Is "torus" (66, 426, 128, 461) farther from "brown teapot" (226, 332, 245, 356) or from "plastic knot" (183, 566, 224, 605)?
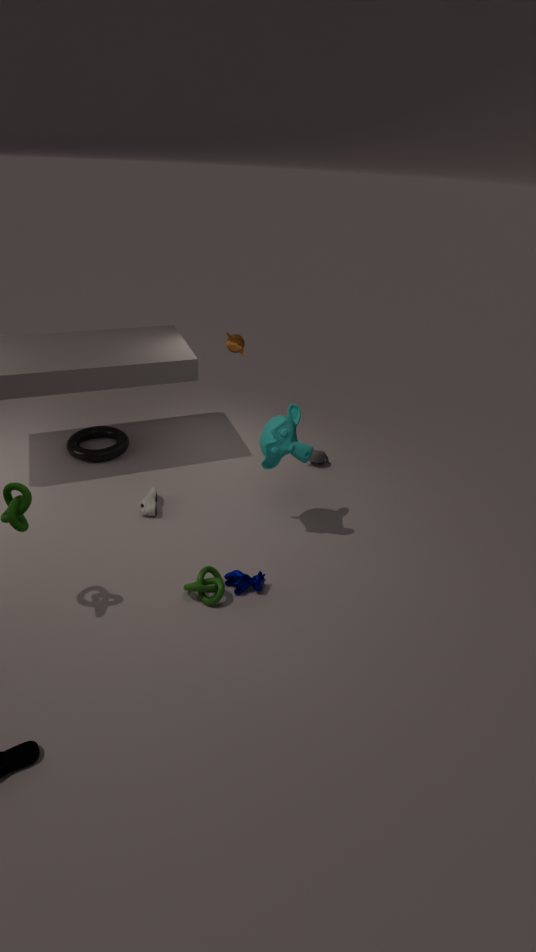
"plastic knot" (183, 566, 224, 605)
